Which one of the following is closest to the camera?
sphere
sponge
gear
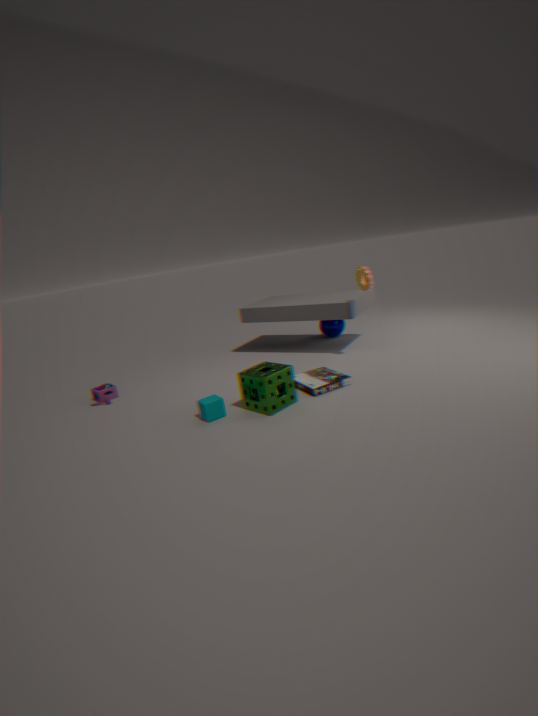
sponge
